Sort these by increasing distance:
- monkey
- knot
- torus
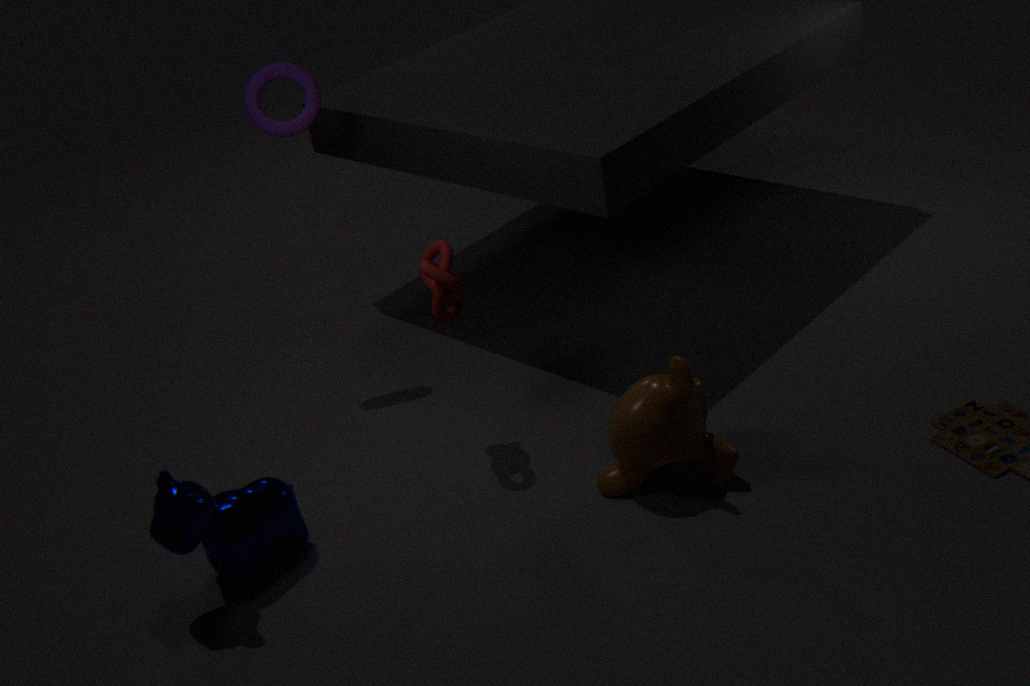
monkey, knot, torus
